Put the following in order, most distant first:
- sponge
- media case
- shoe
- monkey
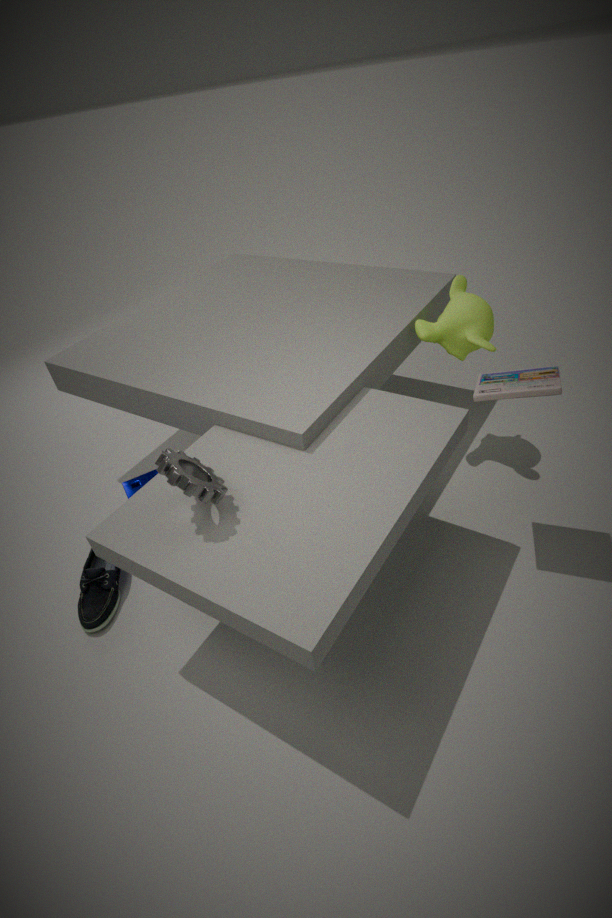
monkey < sponge < shoe < media case
